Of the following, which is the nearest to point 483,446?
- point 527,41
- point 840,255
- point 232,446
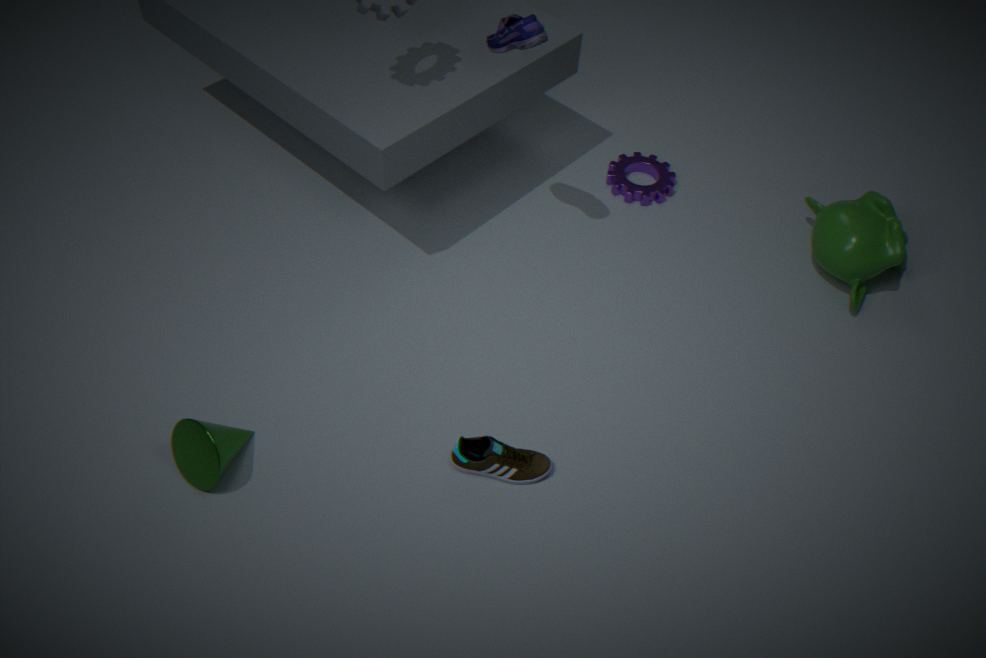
point 232,446
